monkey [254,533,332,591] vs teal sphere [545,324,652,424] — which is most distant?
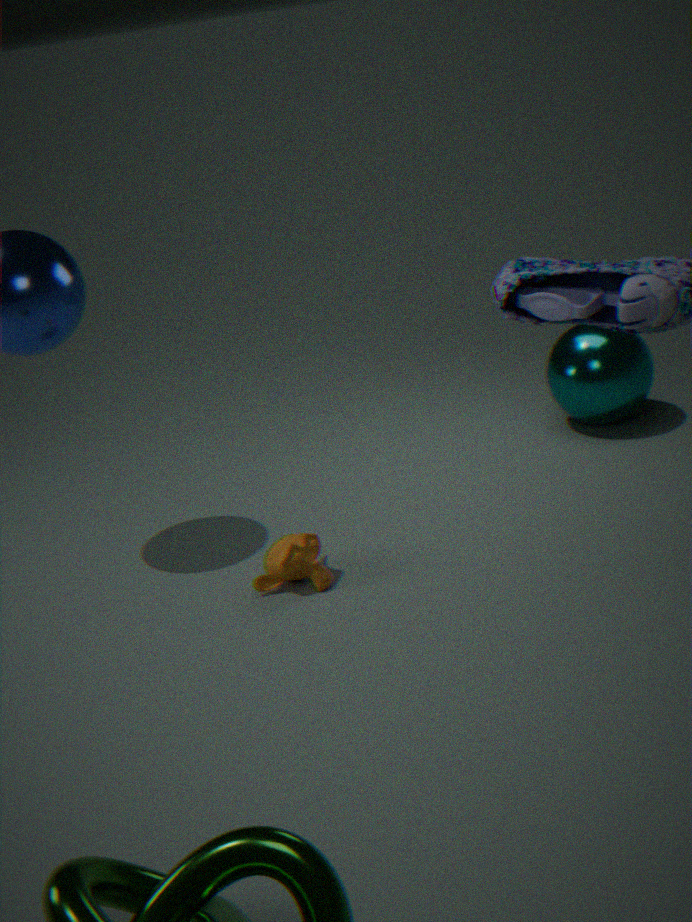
teal sphere [545,324,652,424]
